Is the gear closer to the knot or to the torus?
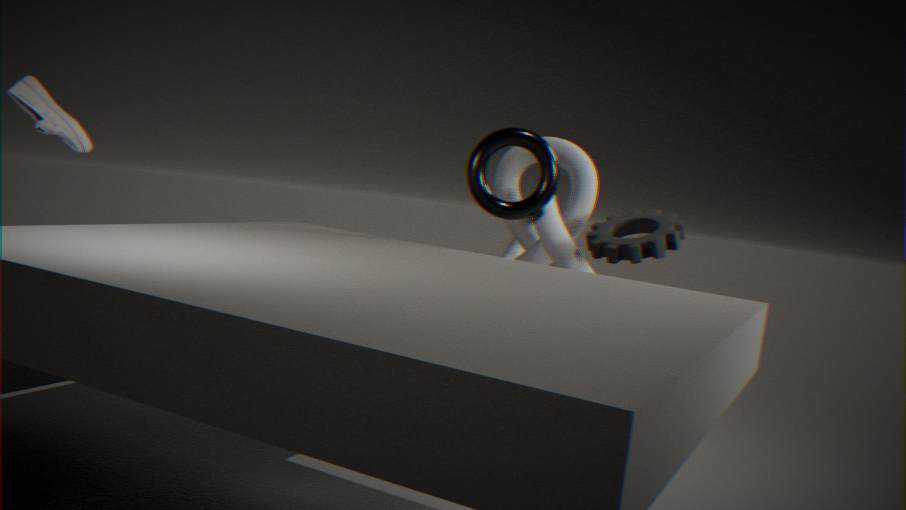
the knot
